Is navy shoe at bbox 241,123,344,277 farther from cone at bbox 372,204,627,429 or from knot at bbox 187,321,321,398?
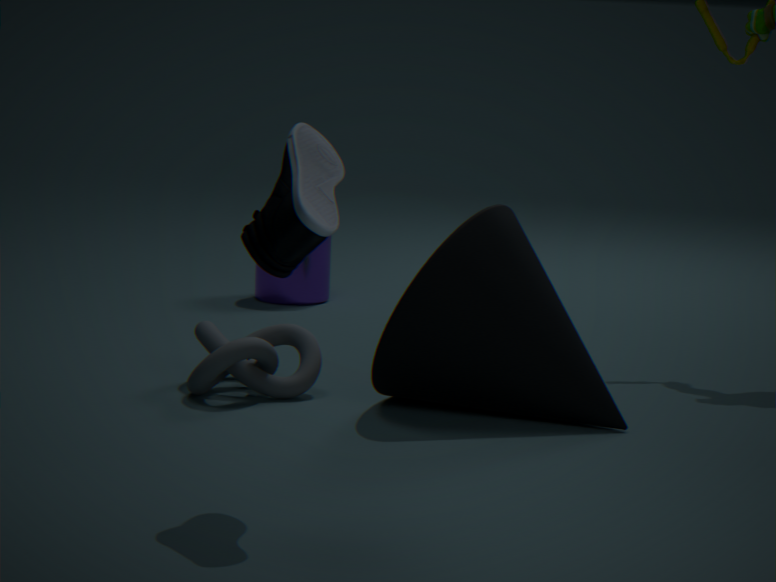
knot at bbox 187,321,321,398
